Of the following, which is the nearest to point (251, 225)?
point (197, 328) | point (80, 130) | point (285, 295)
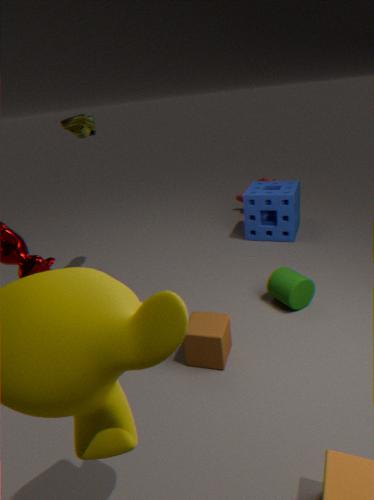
point (285, 295)
